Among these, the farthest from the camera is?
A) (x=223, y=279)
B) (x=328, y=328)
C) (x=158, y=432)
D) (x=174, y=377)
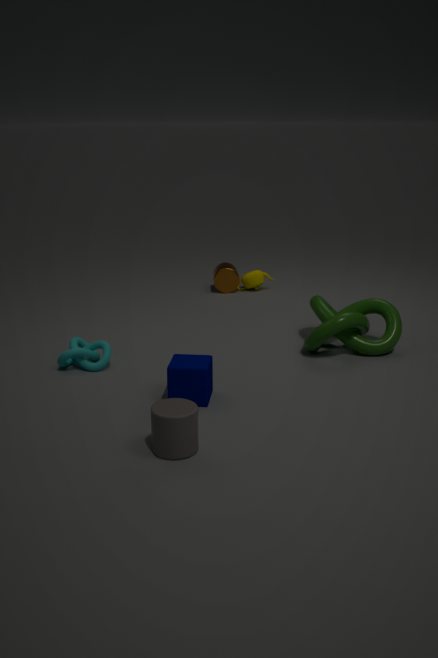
(x=223, y=279)
